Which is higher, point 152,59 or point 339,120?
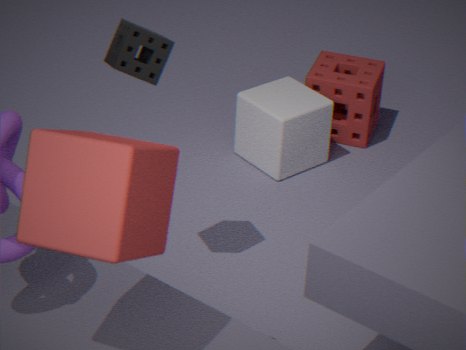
point 152,59
